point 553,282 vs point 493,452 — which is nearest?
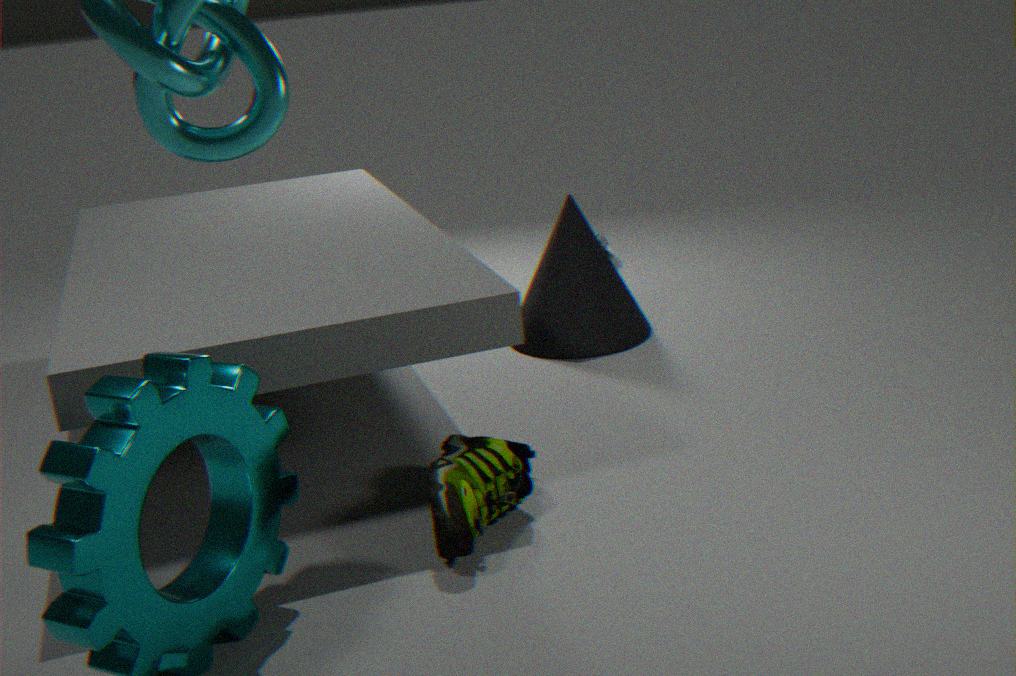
point 493,452
